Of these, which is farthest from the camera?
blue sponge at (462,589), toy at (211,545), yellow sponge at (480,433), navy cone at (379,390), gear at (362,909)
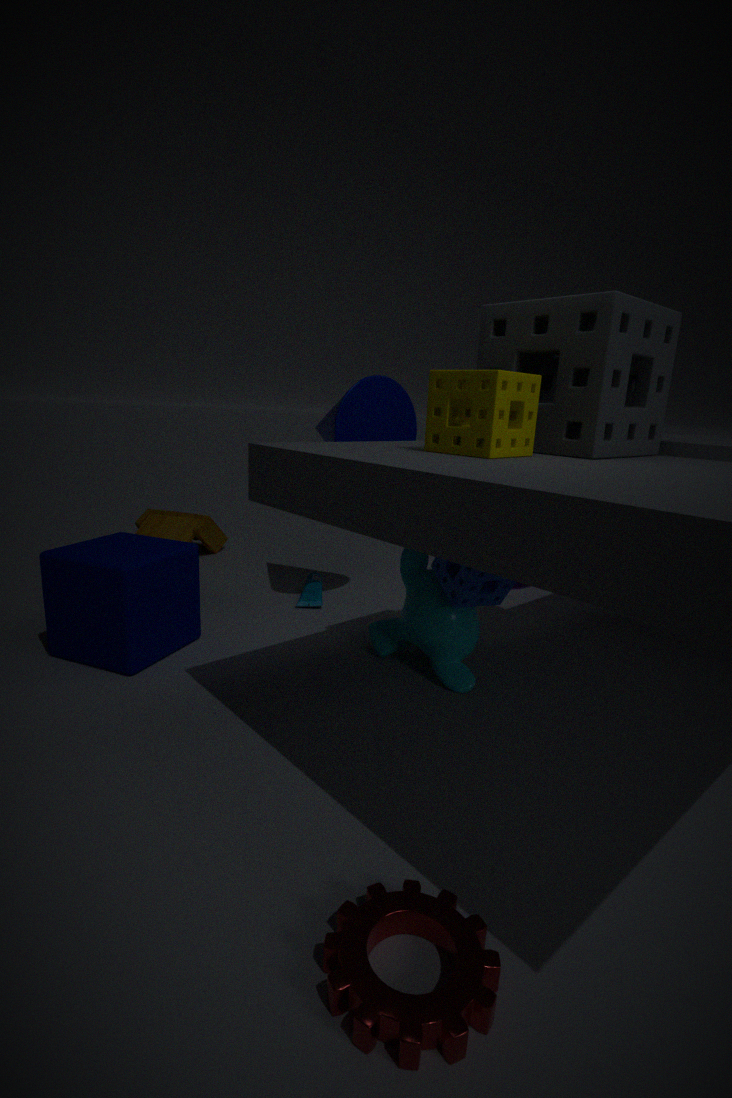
toy at (211,545)
